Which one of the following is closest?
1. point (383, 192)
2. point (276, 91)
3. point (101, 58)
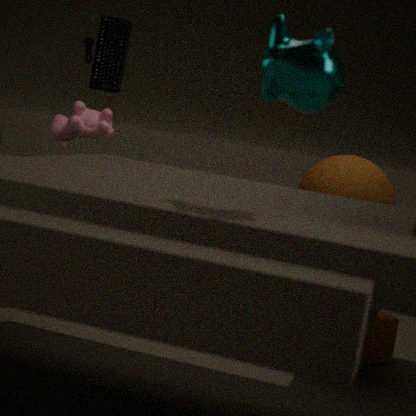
point (276, 91)
